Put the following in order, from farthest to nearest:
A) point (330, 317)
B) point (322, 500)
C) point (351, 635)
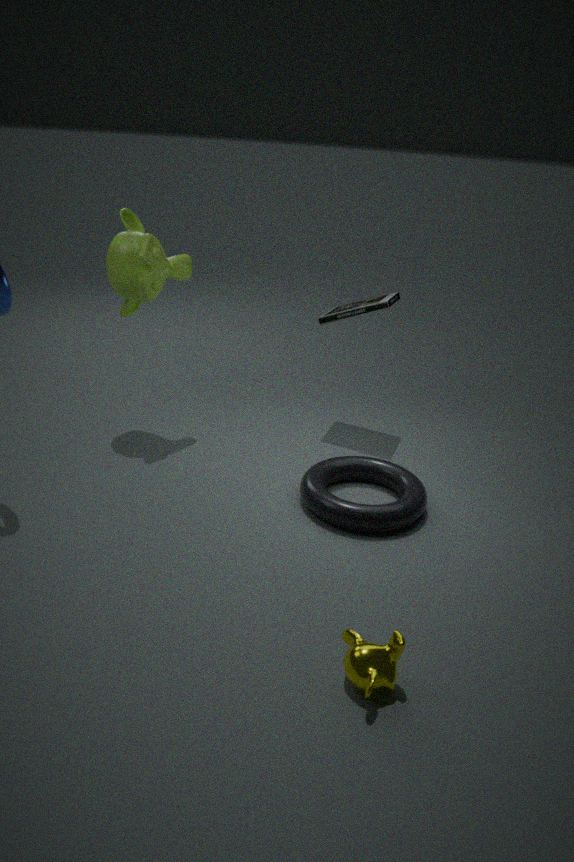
point (330, 317)
point (322, 500)
point (351, 635)
